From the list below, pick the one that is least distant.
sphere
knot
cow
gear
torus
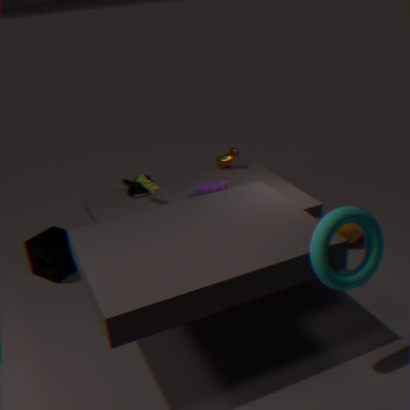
torus
